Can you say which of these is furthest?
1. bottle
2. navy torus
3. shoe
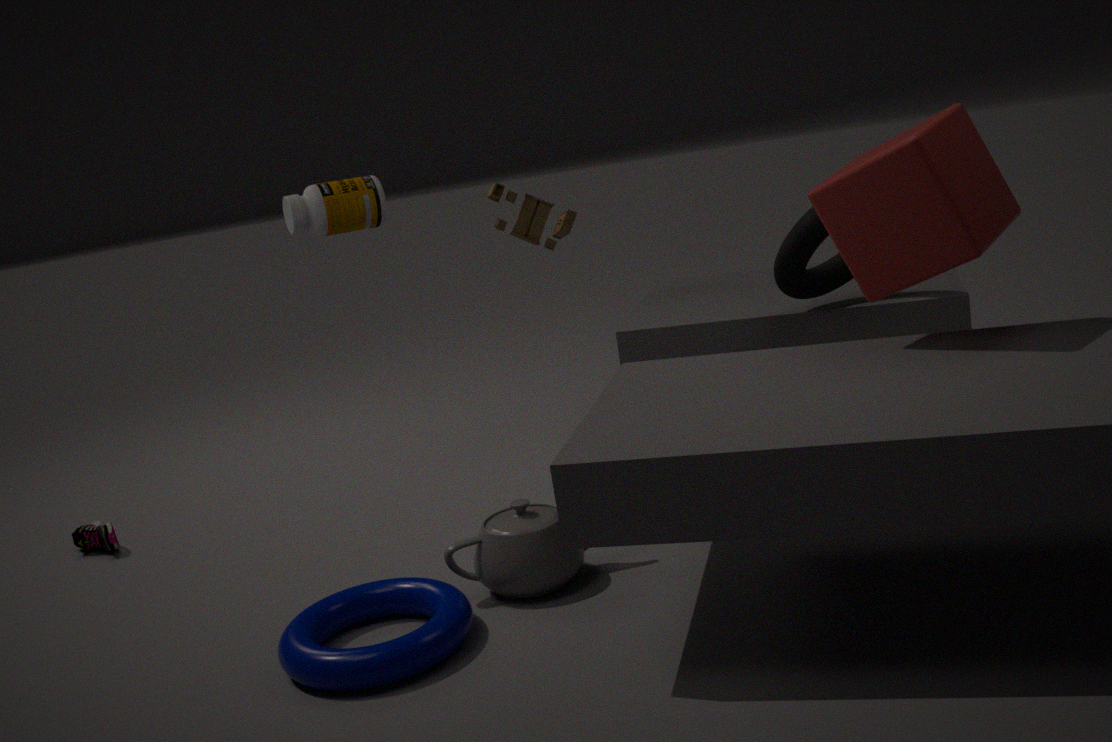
shoe
